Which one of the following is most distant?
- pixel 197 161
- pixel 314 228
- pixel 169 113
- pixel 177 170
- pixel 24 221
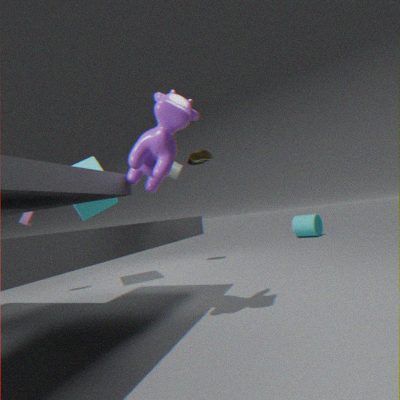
pixel 314 228
